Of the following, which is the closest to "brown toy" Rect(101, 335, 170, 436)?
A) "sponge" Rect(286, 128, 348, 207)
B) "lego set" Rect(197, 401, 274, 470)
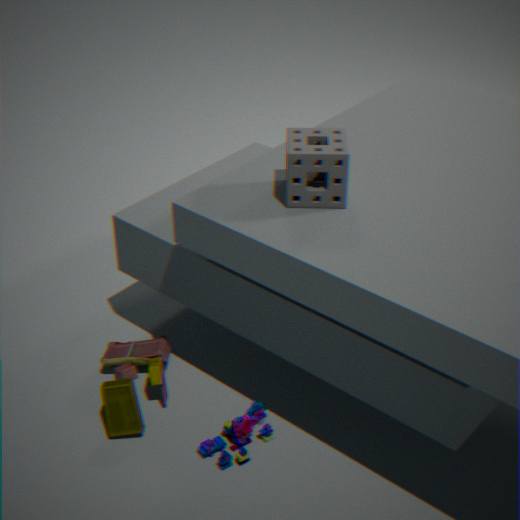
"lego set" Rect(197, 401, 274, 470)
